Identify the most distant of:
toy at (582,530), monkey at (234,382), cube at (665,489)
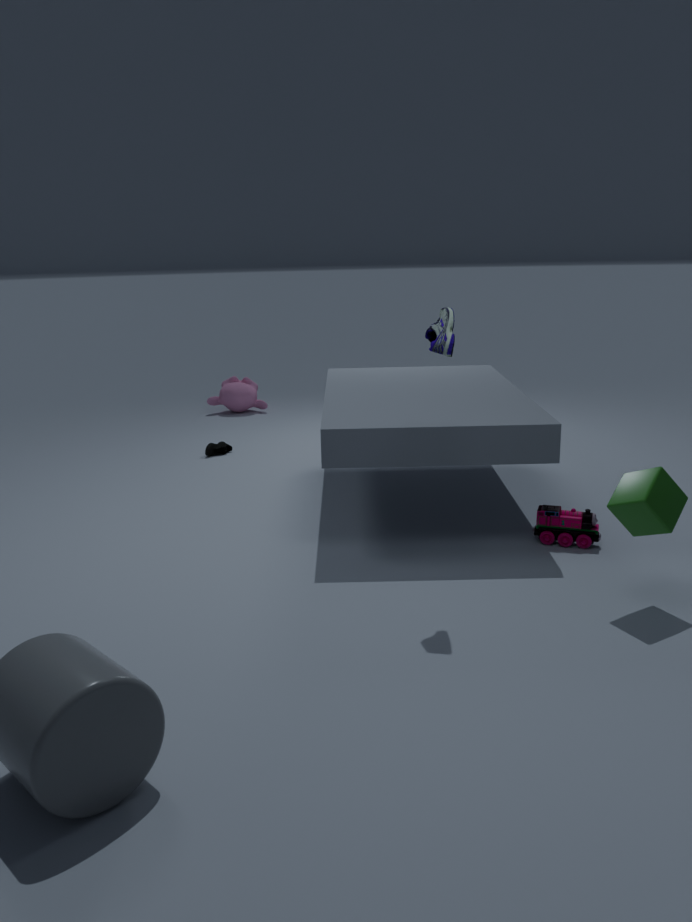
monkey at (234,382)
